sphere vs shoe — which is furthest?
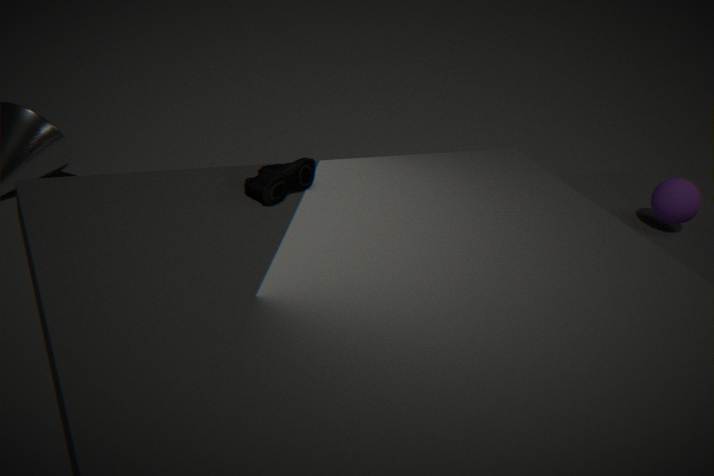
sphere
